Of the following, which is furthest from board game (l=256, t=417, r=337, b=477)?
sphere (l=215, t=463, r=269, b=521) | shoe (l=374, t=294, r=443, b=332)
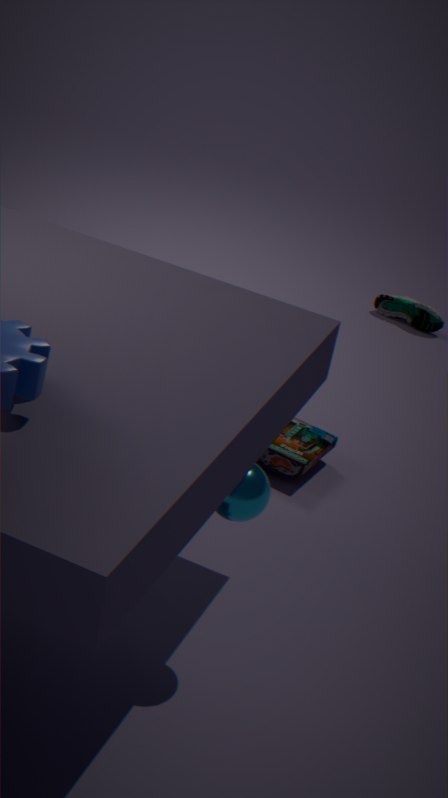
shoe (l=374, t=294, r=443, b=332)
